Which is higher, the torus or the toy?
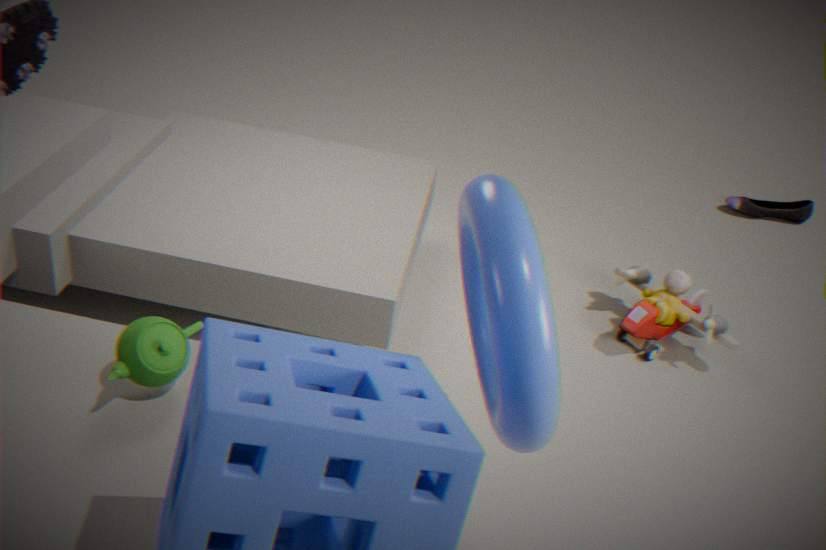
the torus
